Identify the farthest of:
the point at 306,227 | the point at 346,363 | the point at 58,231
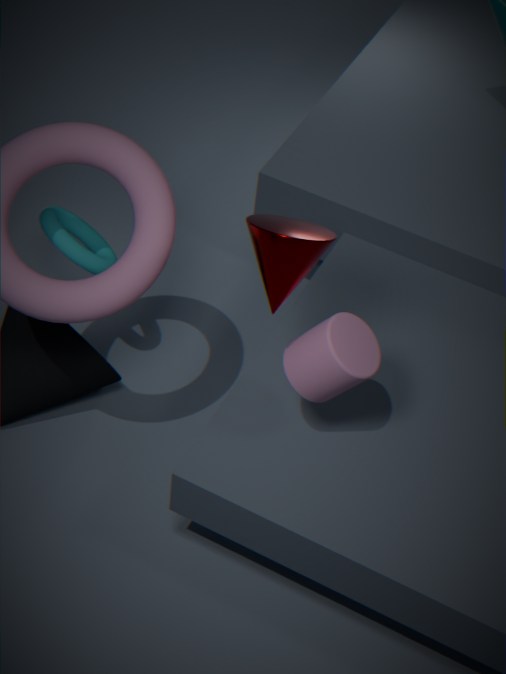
the point at 58,231
